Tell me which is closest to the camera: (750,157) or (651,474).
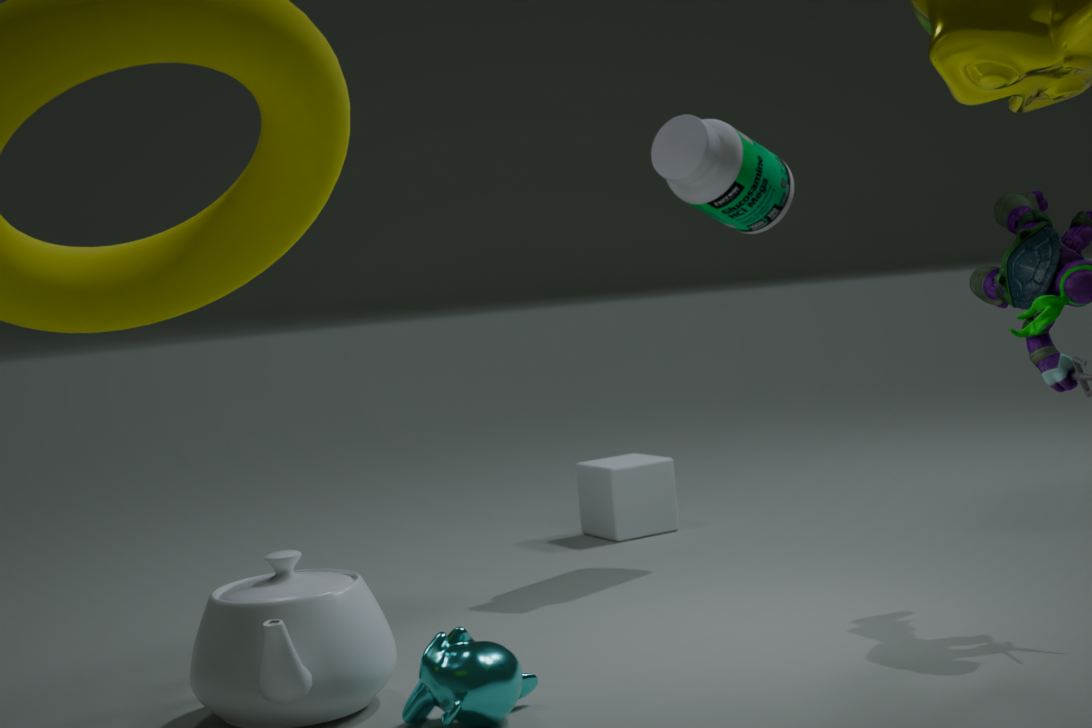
(750,157)
